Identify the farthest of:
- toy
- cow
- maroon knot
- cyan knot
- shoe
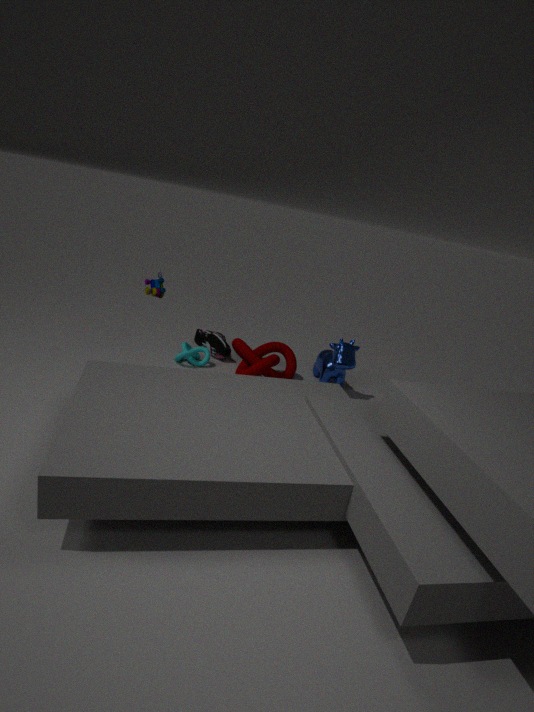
shoe
